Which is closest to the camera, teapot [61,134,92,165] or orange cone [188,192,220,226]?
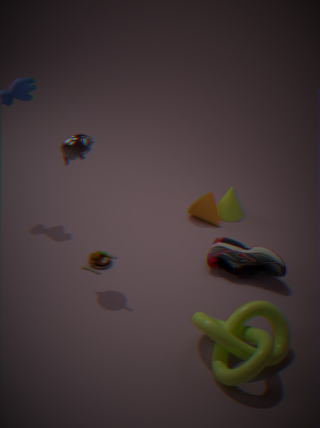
teapot [61,134,92,165]
